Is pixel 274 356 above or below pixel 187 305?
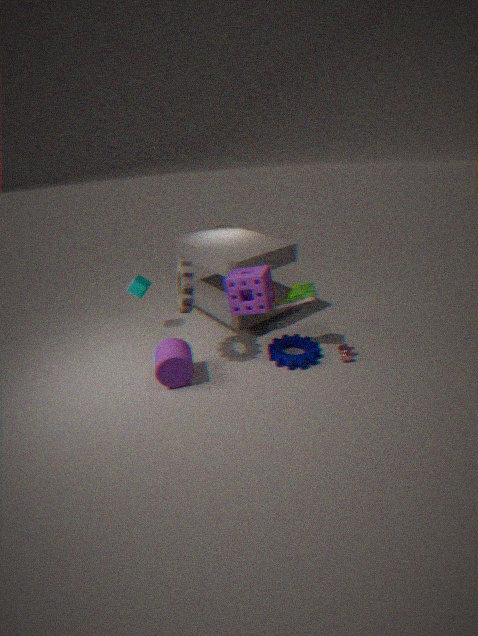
below
